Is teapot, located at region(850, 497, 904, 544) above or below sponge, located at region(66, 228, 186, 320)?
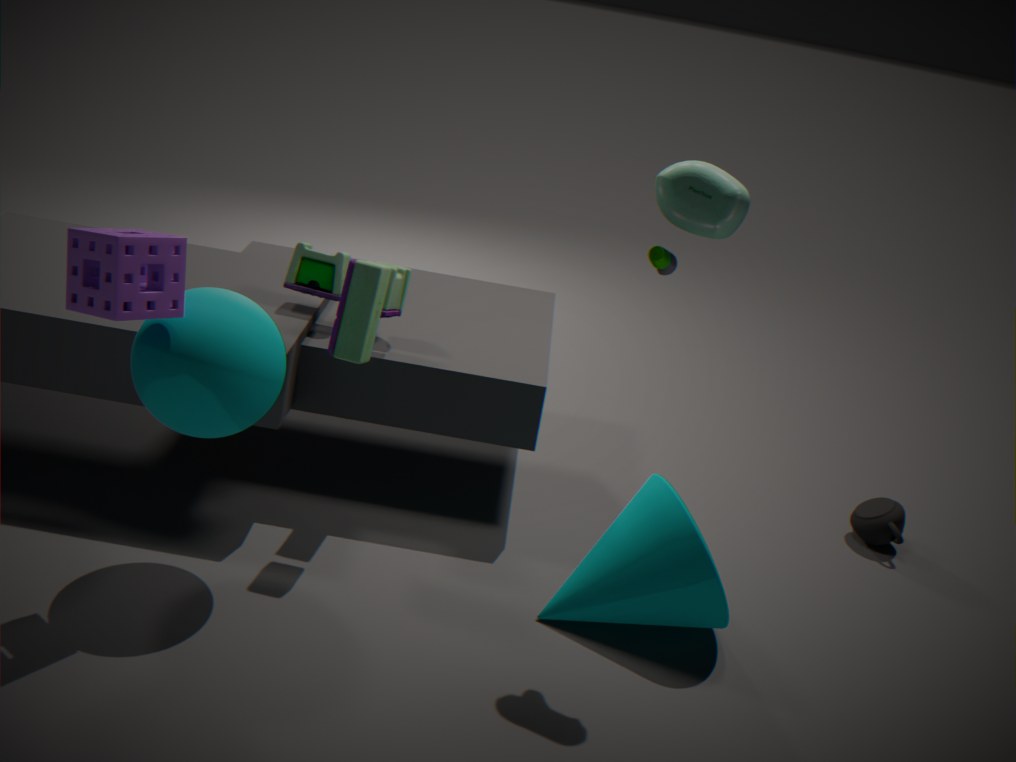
below
